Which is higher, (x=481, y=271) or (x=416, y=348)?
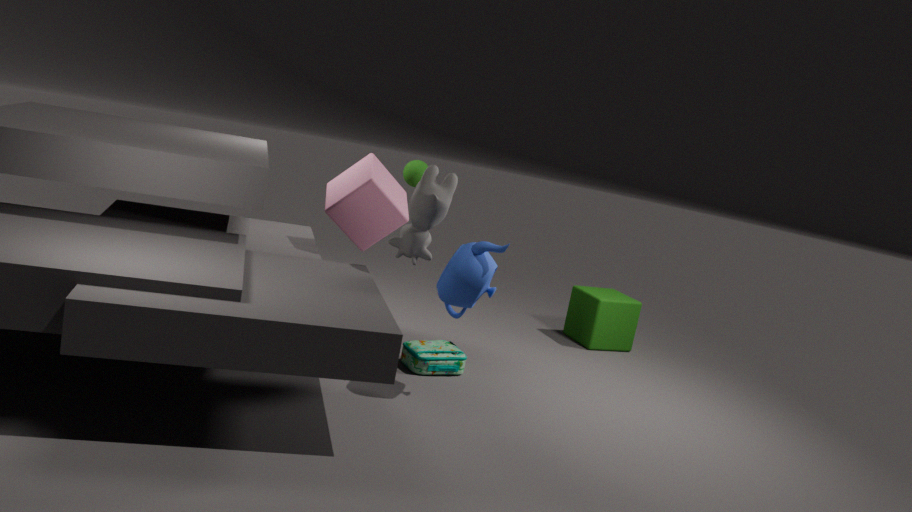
(x=481, y=271)
